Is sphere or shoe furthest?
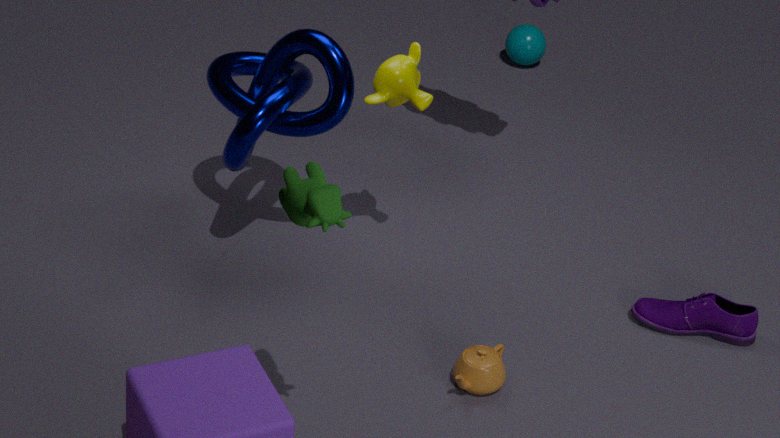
sphere
